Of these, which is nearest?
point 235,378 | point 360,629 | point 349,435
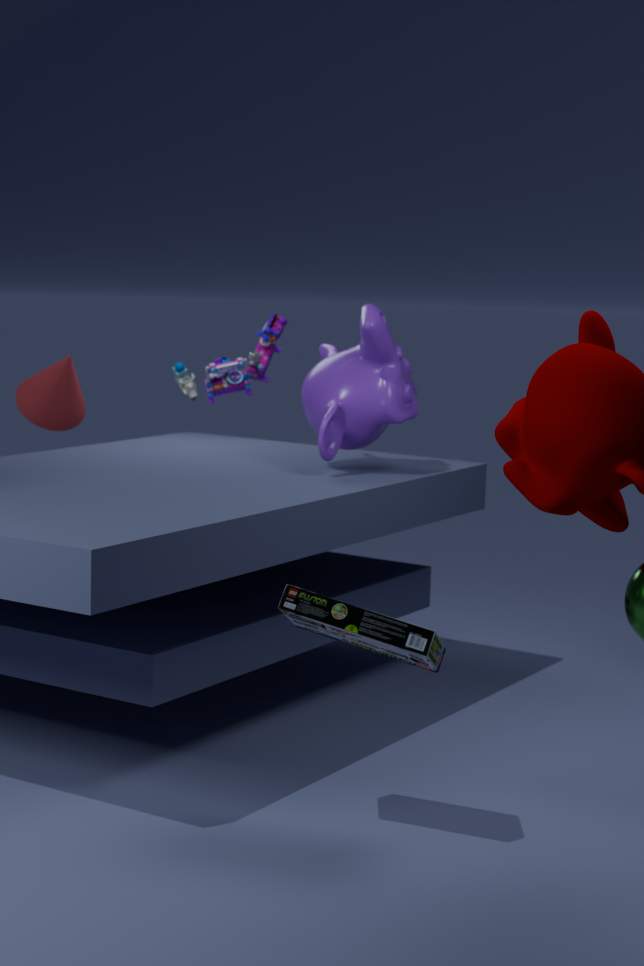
point 360,629
